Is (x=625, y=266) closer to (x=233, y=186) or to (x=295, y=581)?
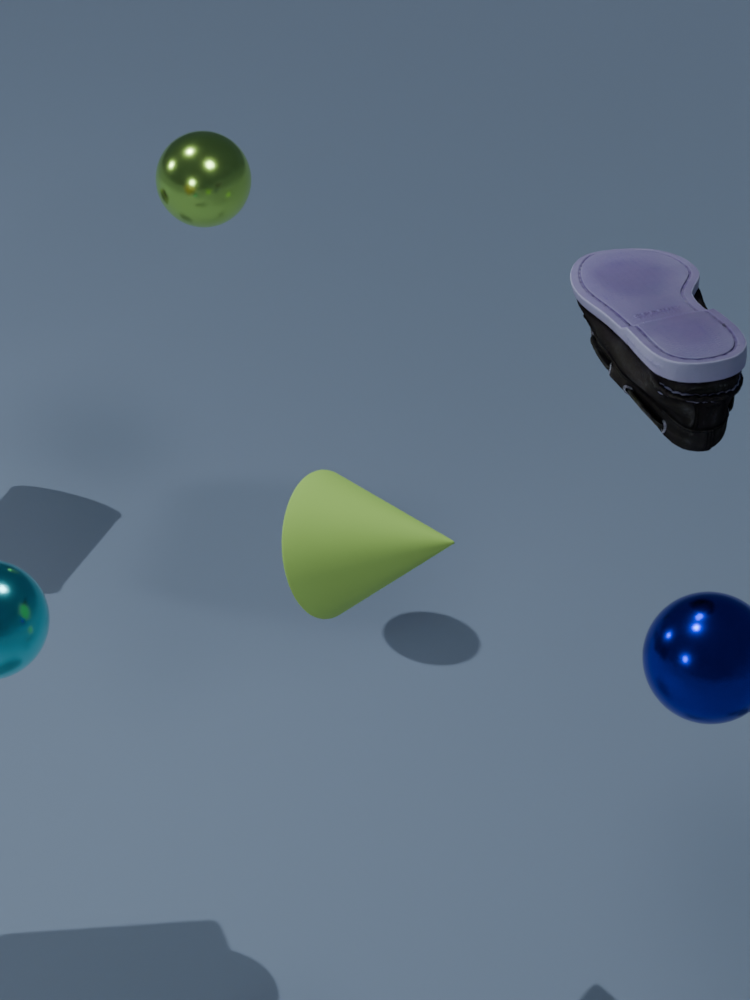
(x=295, y=581)
